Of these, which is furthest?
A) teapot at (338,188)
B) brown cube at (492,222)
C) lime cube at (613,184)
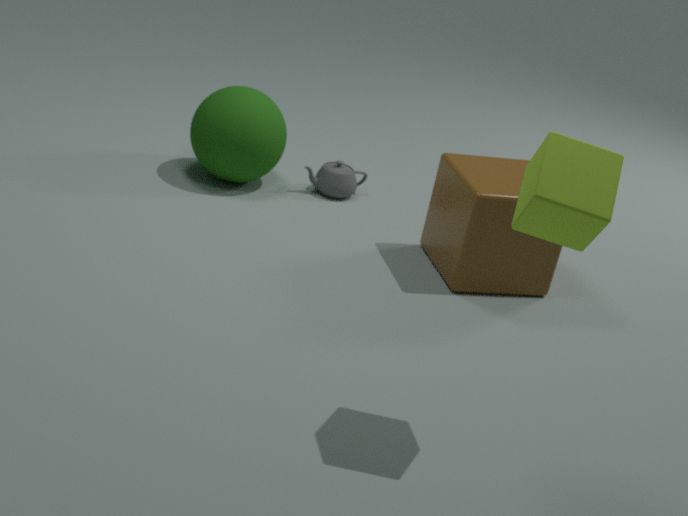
teapot at (338,188)
